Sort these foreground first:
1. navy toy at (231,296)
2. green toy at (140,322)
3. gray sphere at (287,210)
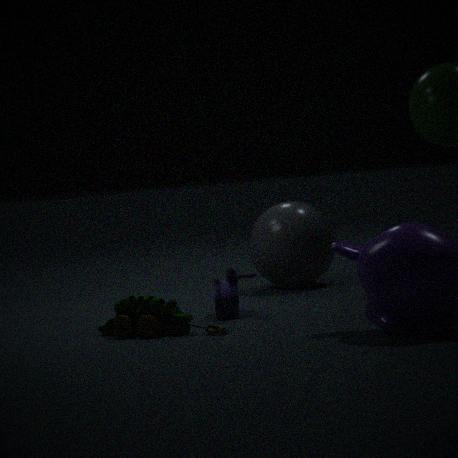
green toy at (140,322)
navy toy at (231,296)
gray sphere at (287,210)
